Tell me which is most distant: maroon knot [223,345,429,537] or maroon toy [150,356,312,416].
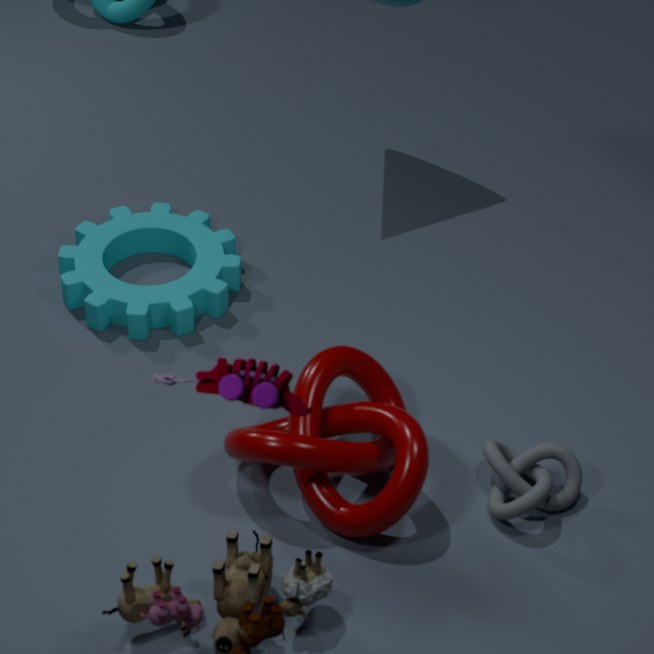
maroon knot [223,345,429,537]
